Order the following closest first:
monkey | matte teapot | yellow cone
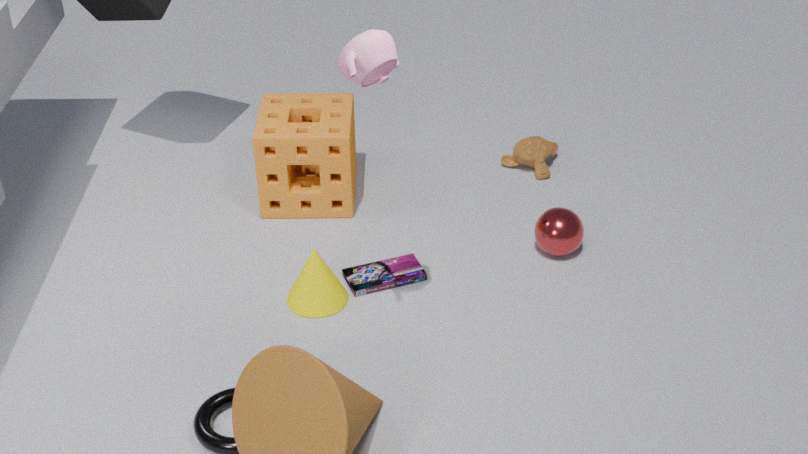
matte teapot → yellow cone → monkey
